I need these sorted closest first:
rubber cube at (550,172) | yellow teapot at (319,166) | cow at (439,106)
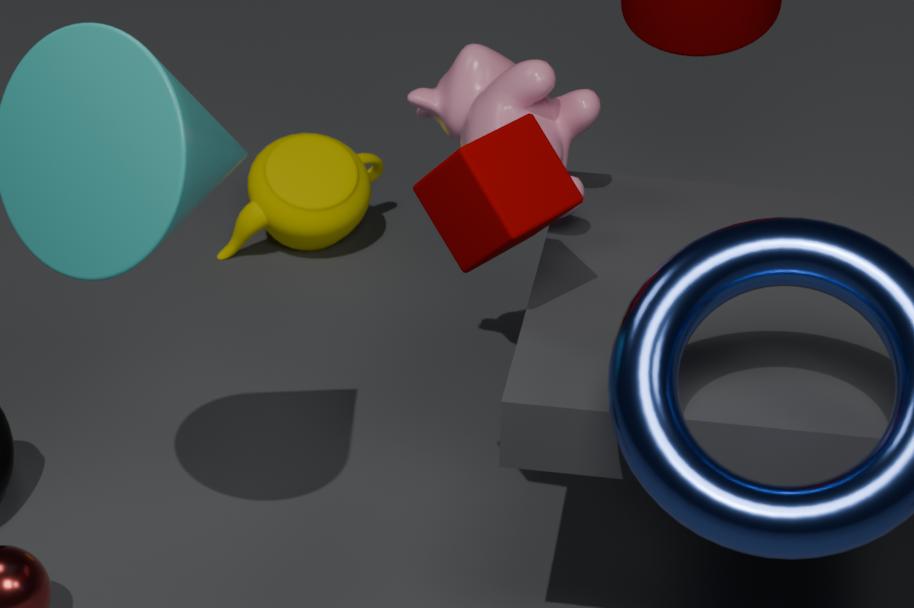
rubber cube at (550,172), cow at (439,106), yellow teapot at (319,166)
